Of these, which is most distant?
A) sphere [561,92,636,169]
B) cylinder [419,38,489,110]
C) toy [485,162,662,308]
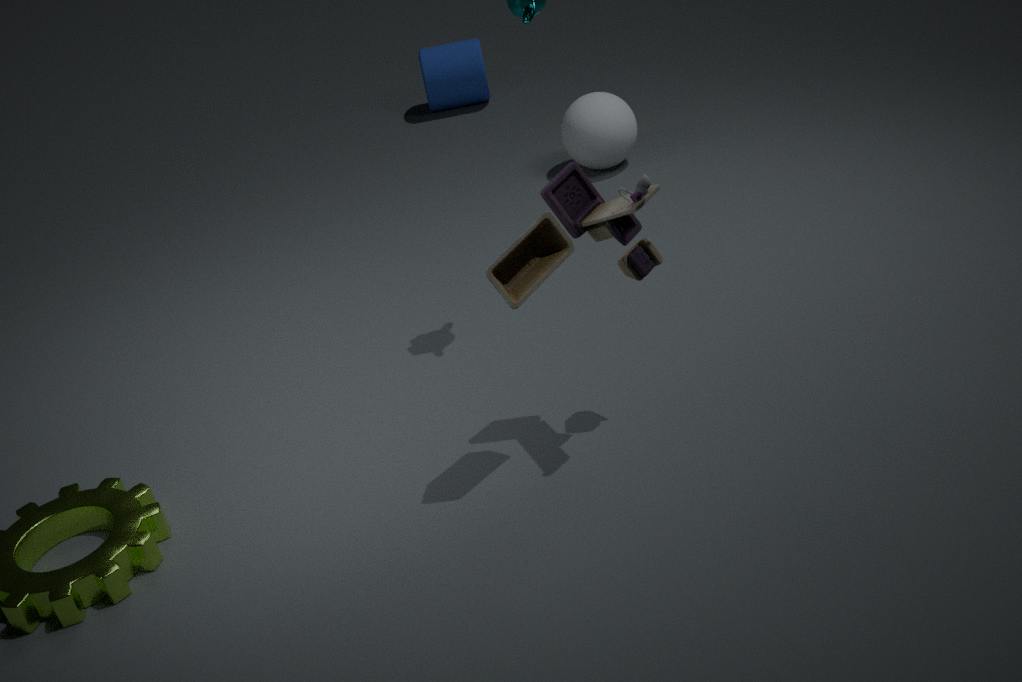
cylinder [419,38,489,110]
